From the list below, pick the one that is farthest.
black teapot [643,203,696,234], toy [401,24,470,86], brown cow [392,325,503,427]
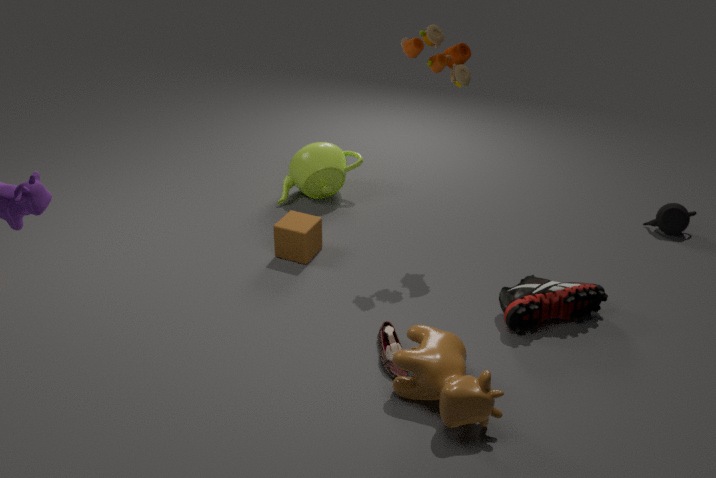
black teapot [643,203,696,234]
